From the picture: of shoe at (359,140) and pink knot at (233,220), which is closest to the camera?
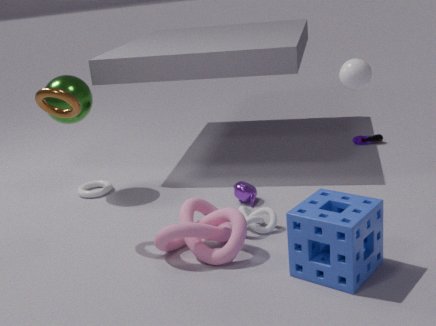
pink knot at (233,220)
